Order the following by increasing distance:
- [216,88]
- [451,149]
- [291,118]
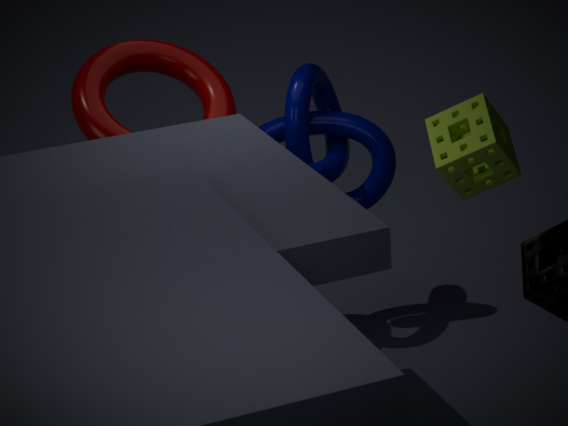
[451,149] < [216,88] < [291,118]
